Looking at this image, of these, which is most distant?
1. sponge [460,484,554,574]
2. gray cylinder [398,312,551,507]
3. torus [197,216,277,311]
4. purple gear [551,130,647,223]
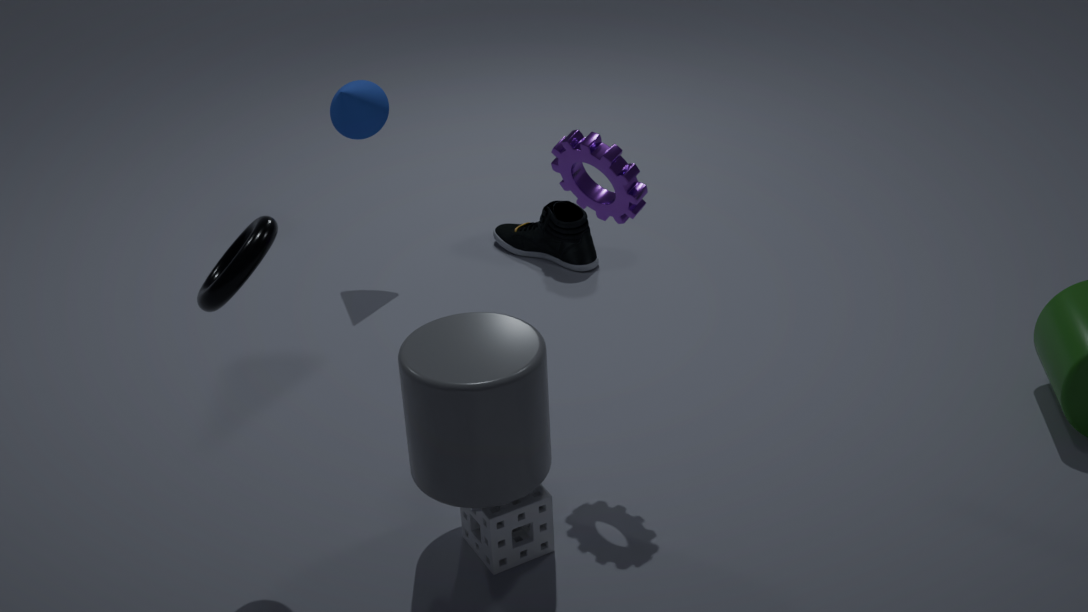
→ sponge [460,484,554,574]
